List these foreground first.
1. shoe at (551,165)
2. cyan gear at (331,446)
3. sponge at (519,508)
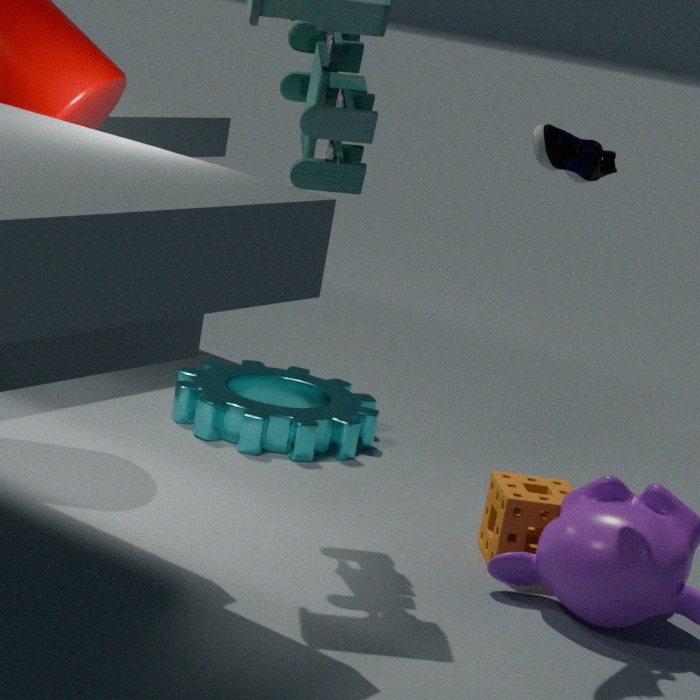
1. shoe at (551,165)
2. sponge at (519,508)
3. cyan gear at (331,446)
